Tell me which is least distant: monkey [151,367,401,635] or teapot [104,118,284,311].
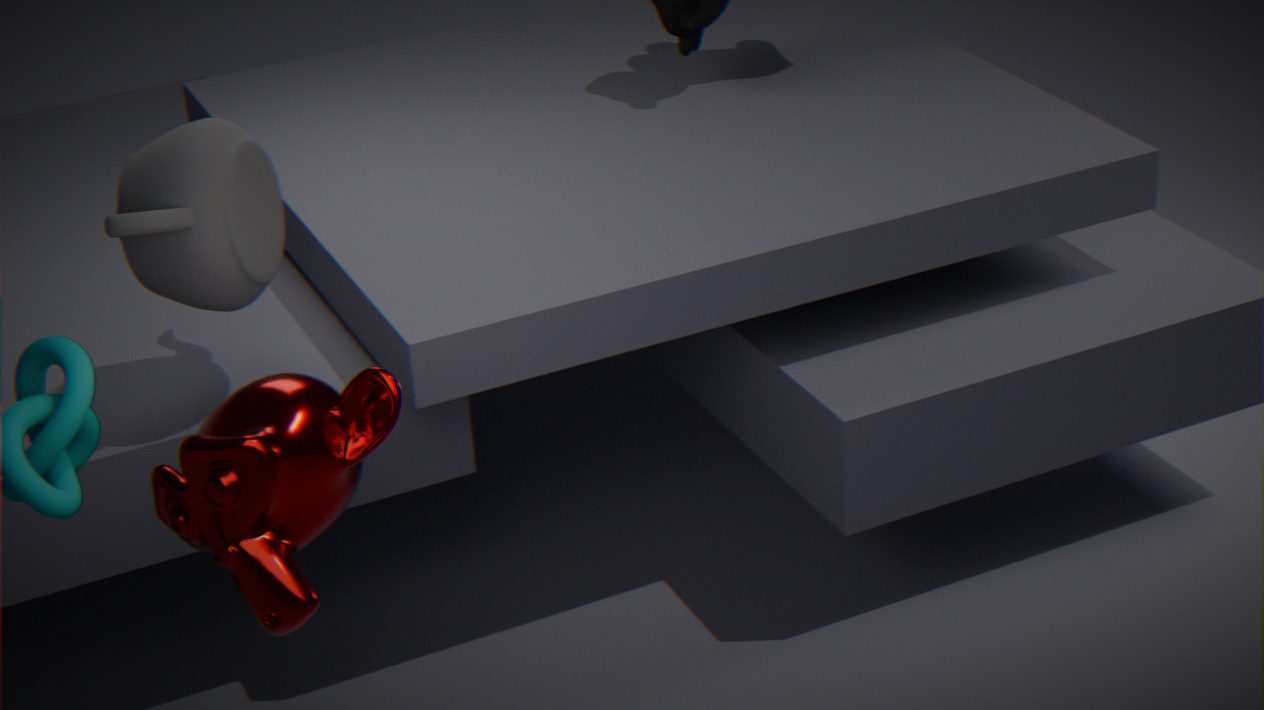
monkey [151,367,401,635]
